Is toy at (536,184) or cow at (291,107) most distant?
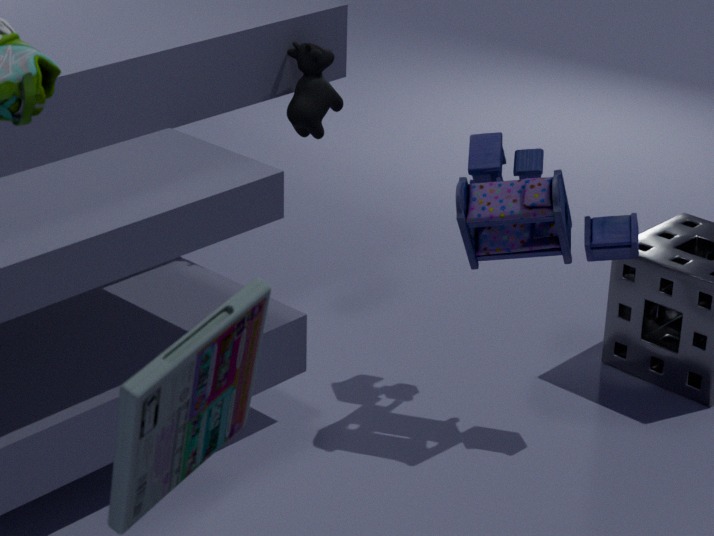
cow at (291,107)
